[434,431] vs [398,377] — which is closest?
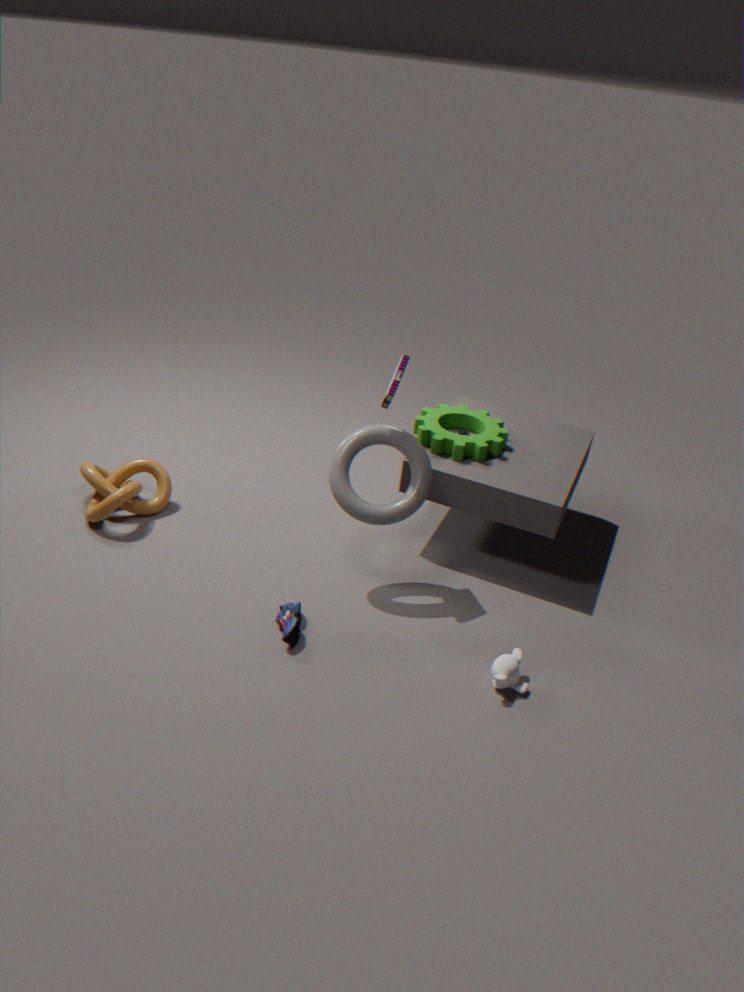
[398,377]
